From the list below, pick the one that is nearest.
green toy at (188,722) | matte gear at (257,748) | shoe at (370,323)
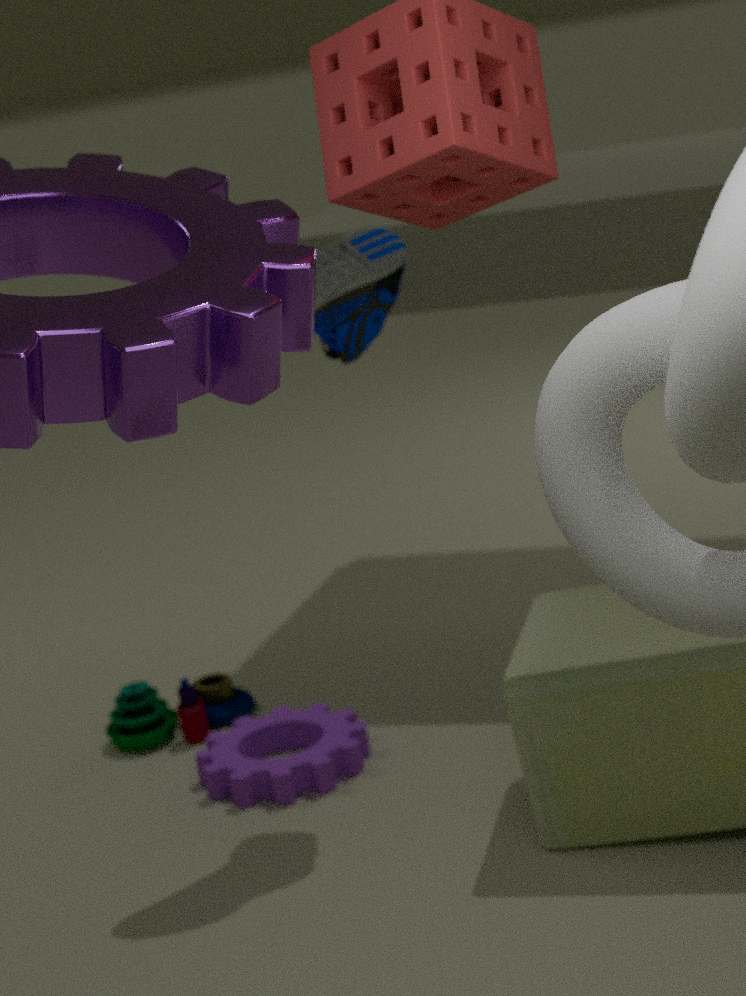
shoe at (370,323)
